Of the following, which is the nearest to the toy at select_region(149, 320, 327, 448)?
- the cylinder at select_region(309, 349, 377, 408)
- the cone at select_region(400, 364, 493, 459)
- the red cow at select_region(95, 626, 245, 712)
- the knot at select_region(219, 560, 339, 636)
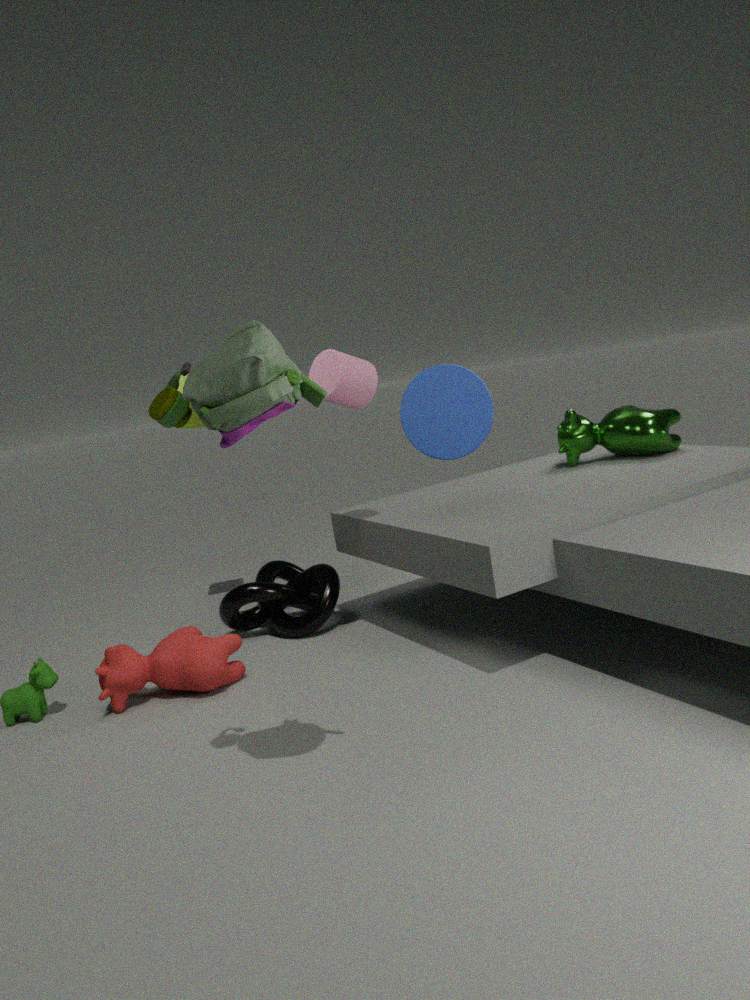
the cylinder at select_region(309, 349, 377, 408)
